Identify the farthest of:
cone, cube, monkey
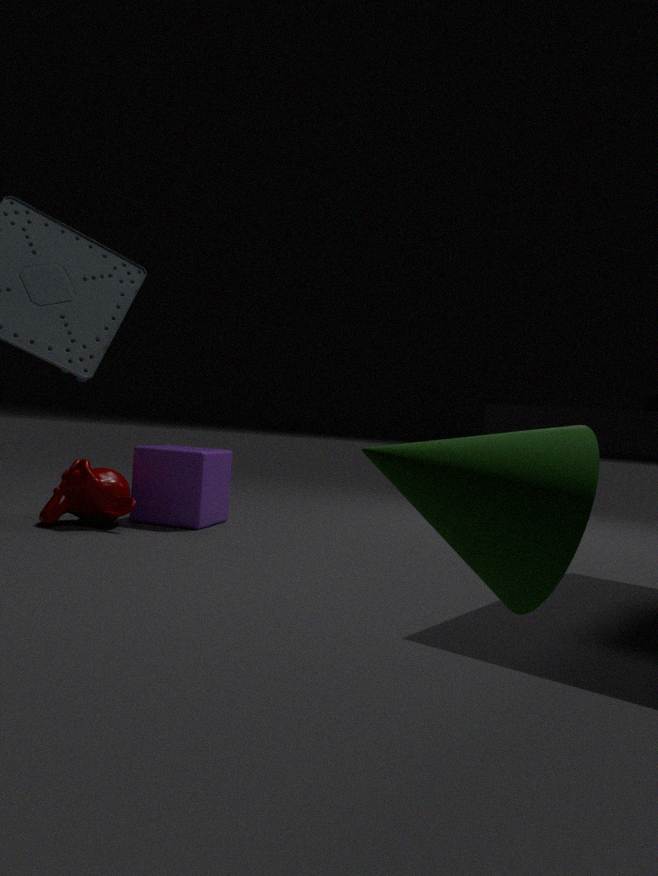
cube
